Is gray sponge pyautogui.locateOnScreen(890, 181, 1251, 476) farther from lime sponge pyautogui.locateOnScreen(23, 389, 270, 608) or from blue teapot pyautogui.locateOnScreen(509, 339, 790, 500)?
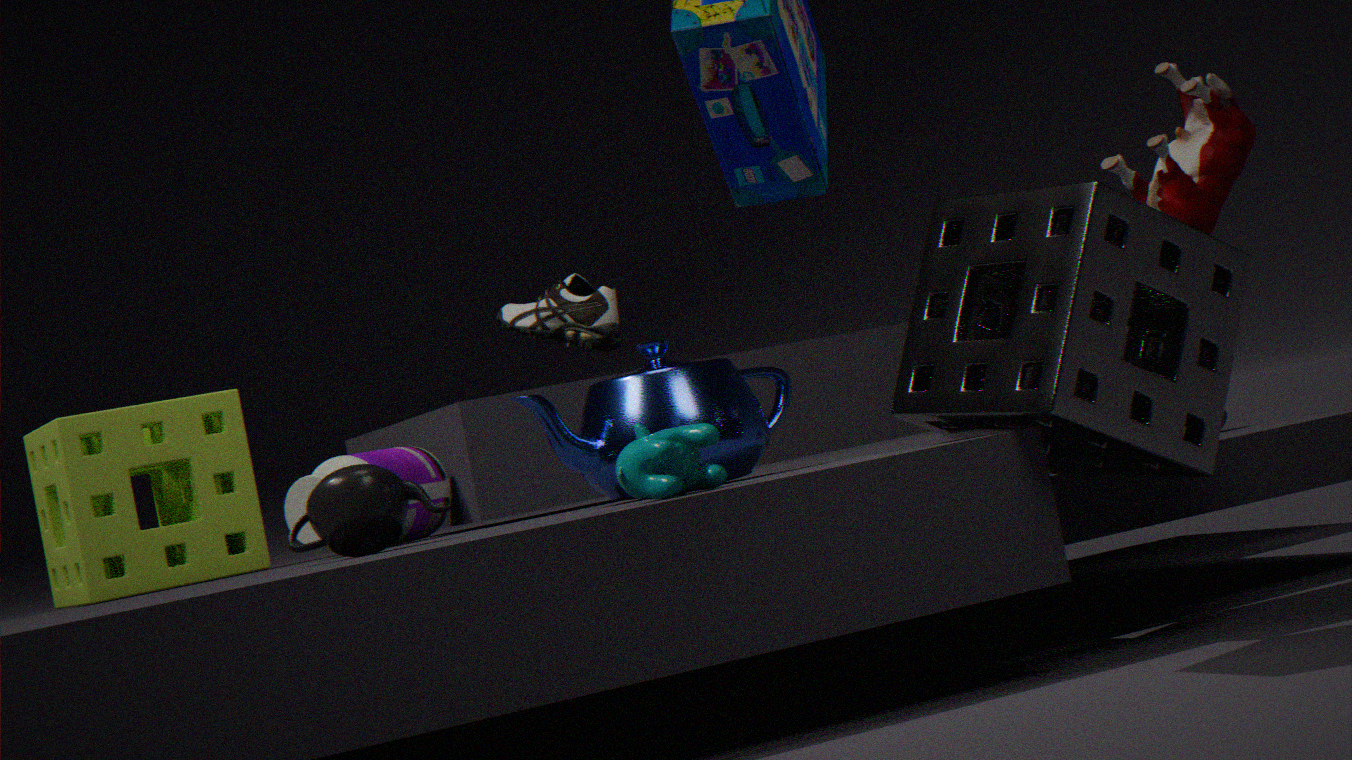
lime sponge pyautogui.locateOnScreen(23, 389, 270, 608)
